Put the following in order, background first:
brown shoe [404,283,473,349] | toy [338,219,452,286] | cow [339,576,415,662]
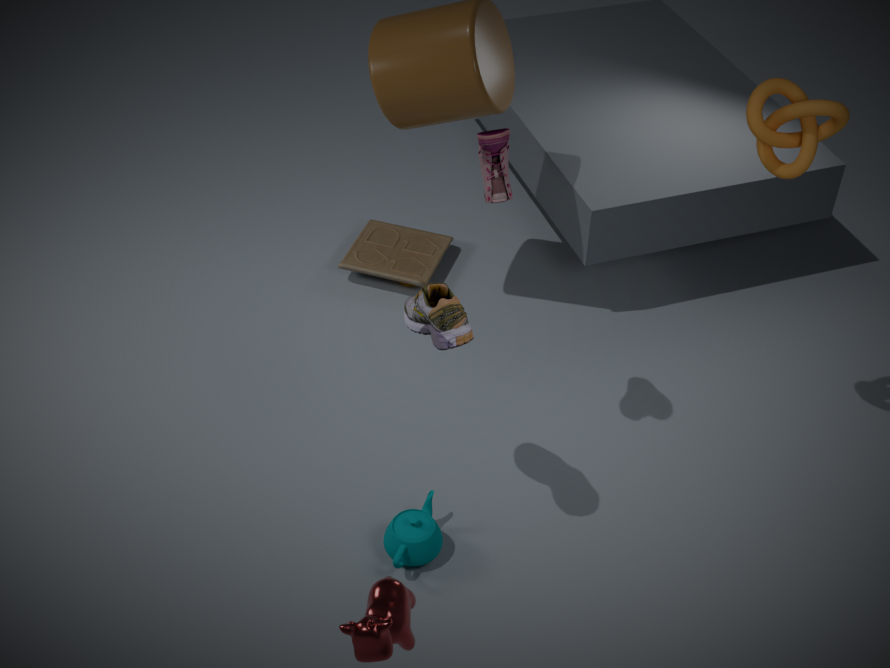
toy [338,219,452,286], brown shoe [404,283,473,349], cow [339,576,415,662]
